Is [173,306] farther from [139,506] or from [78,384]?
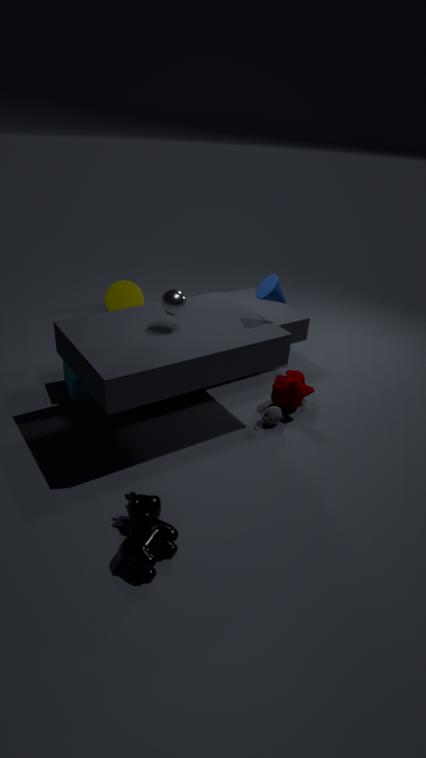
[139,506]
